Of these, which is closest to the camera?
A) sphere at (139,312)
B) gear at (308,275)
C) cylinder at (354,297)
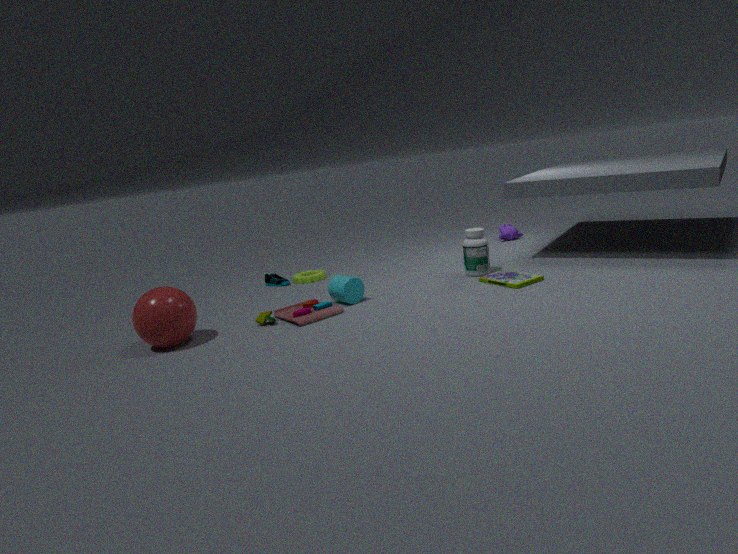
sphere at (139,312)
